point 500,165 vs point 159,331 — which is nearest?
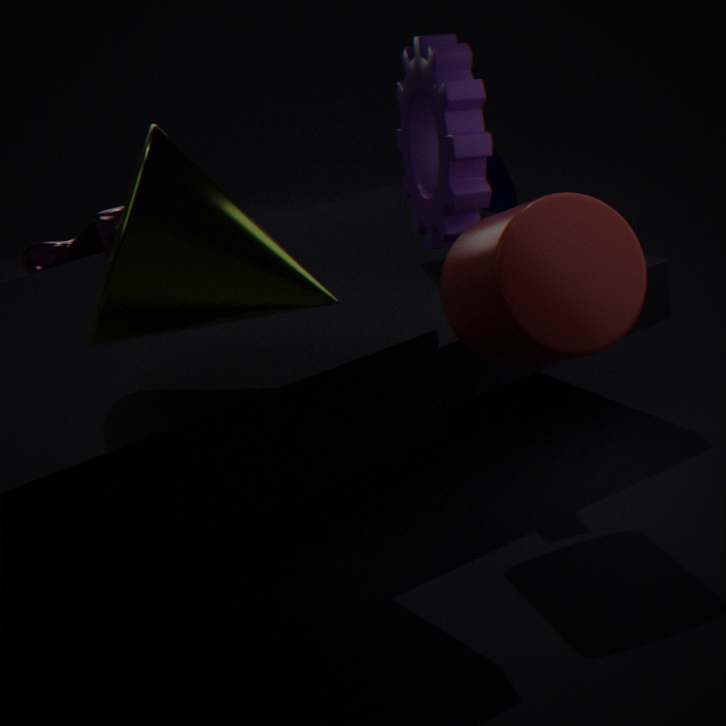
point 159,331
